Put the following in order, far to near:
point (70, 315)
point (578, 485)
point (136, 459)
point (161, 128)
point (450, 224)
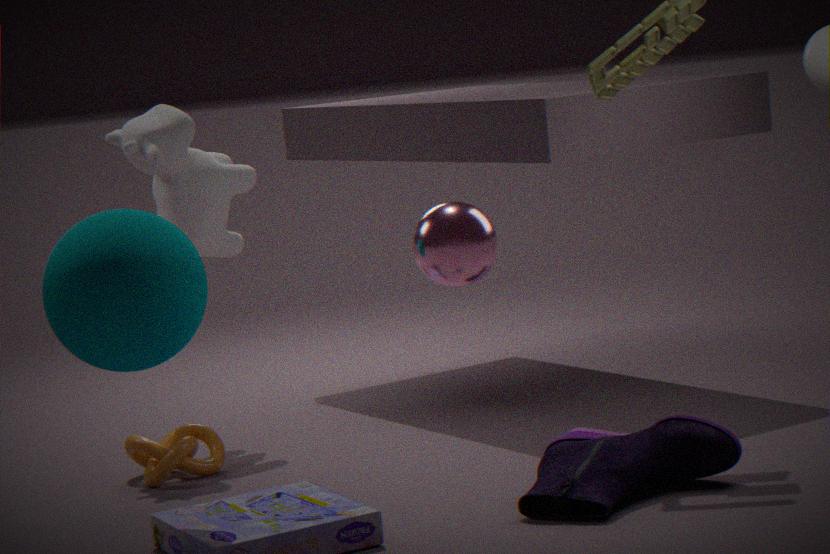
point (161, 128), point (136, 459), point (578, 485), point (70, 315), point (450, 224)
